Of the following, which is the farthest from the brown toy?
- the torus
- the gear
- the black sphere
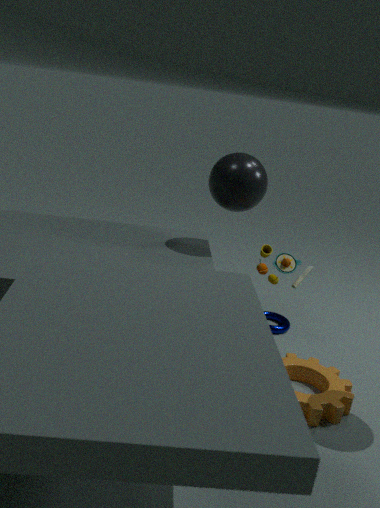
the gear
